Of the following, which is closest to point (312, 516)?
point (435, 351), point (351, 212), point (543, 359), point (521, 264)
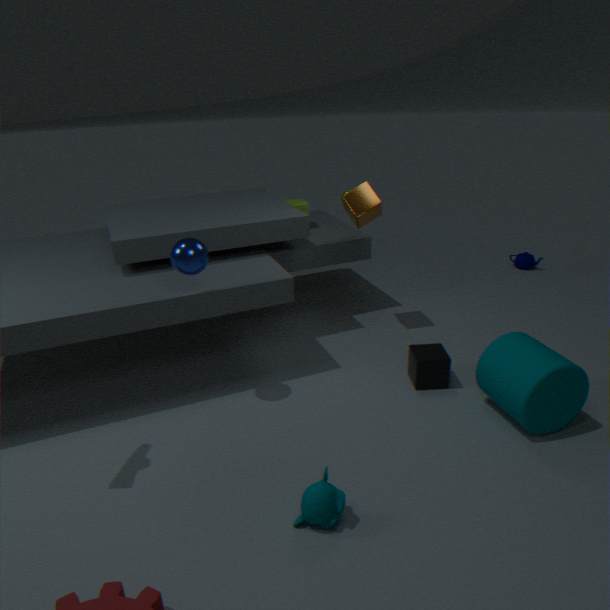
point (435, 351)
